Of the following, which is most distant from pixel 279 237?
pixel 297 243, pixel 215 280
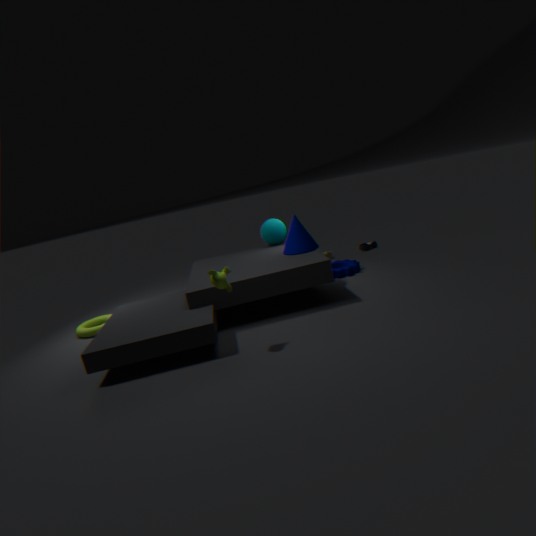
pixel 215 280
